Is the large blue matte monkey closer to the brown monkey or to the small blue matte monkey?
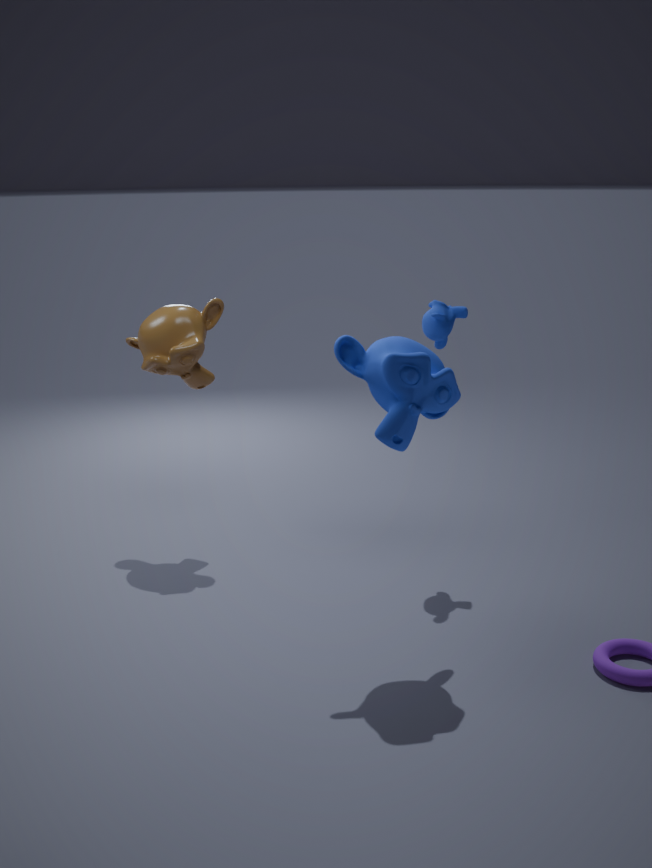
the small blue matte monkey
